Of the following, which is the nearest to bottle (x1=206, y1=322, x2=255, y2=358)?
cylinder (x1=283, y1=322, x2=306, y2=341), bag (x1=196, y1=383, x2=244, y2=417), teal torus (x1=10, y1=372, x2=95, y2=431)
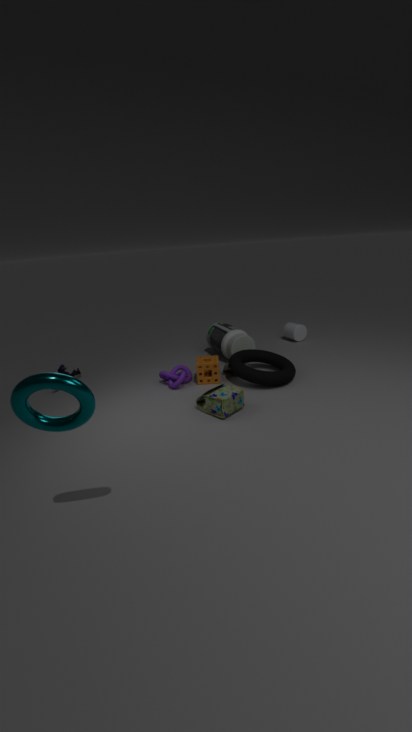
cylinder (x1=283, y1=322, x2=306, y2=341)
